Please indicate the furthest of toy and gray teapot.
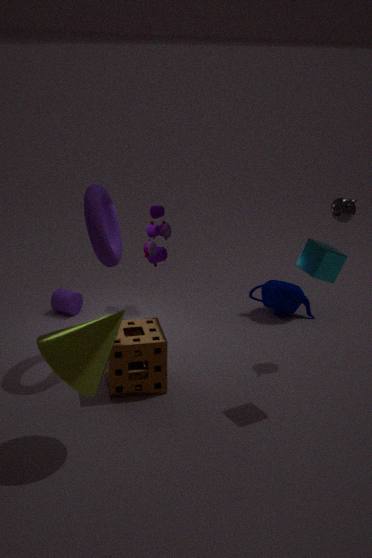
toy
